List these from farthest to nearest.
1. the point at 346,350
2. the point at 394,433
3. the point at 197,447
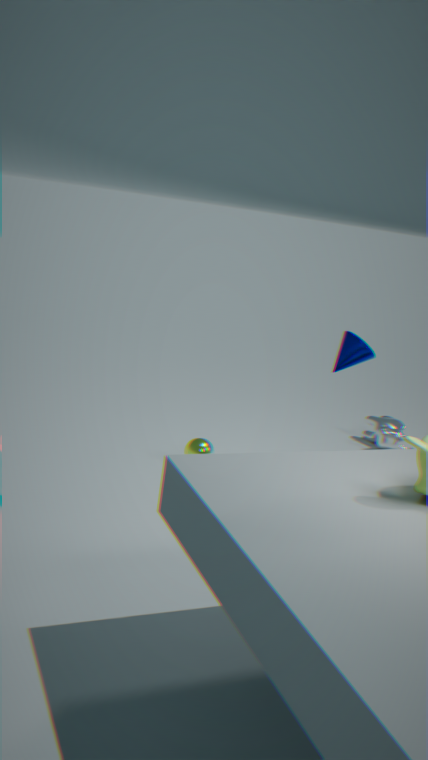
the point at 394,433 → the point at 197,447 → the point at 346,350
